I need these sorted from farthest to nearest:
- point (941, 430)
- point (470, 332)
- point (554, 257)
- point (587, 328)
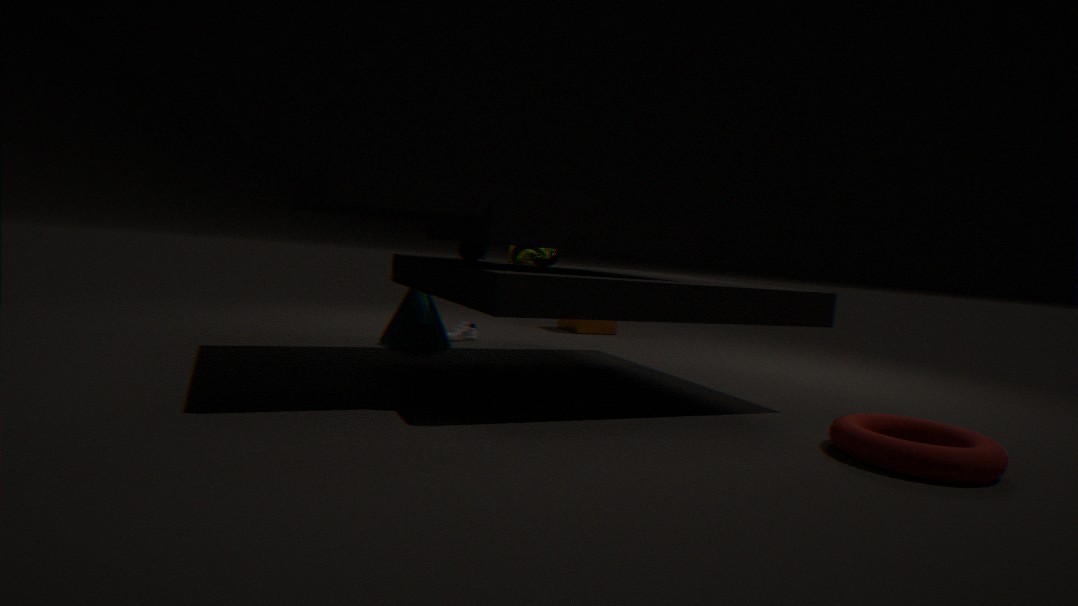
point (587, 328)
point (470, 332)
point (554, 257)
point (941, 430)
